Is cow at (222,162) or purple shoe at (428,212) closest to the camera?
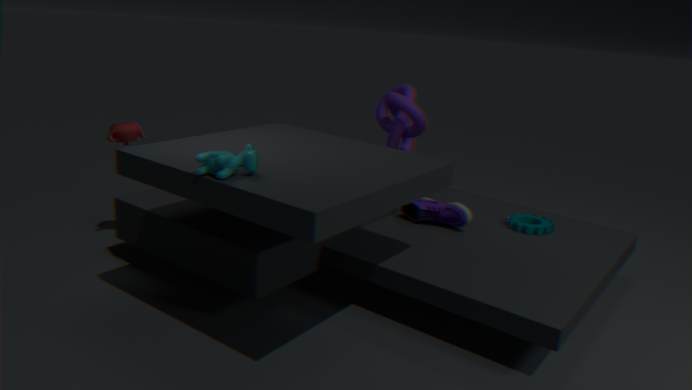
cow at (222,162)
